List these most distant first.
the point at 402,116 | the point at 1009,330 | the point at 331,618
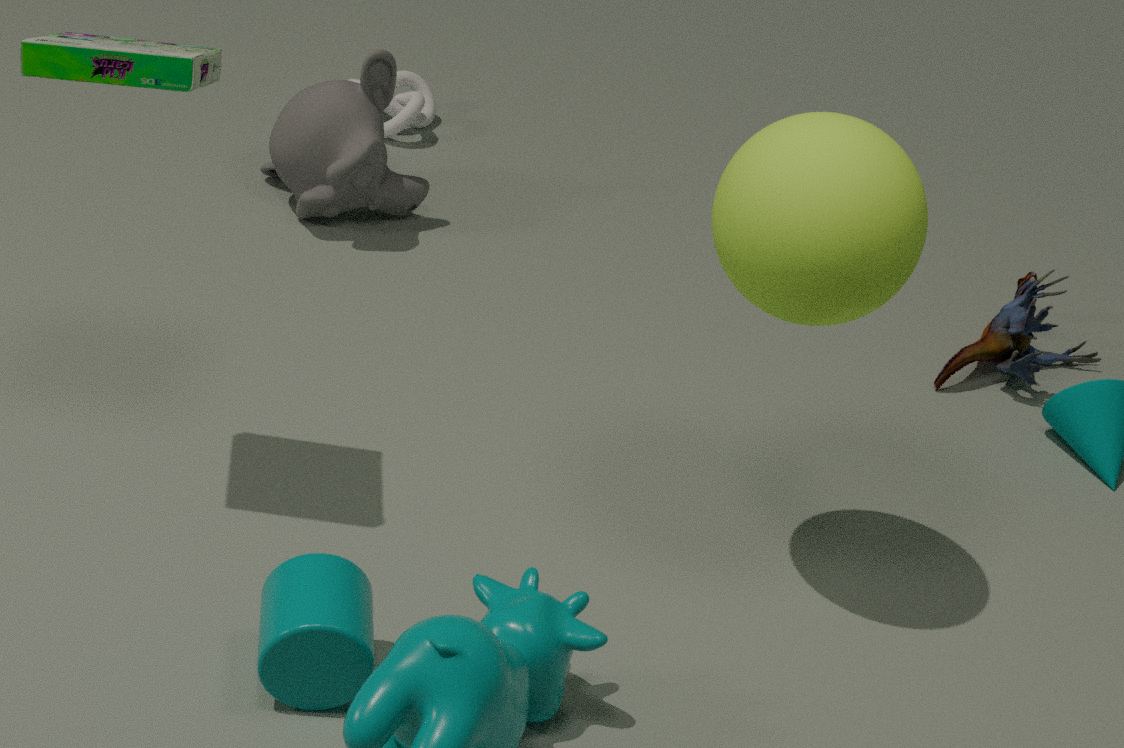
1. the point at 402,116
2. the point at 1009,330
3. the point at 331,618
